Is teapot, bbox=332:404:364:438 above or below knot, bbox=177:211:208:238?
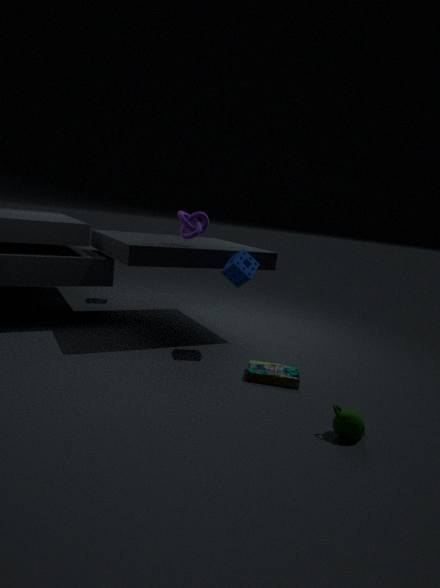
below
